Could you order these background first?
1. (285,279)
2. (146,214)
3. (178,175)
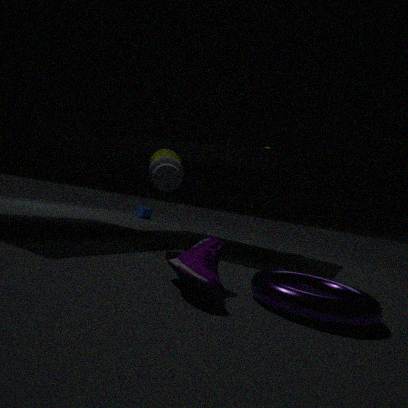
(146,214)
(178,175)
(285,279)
